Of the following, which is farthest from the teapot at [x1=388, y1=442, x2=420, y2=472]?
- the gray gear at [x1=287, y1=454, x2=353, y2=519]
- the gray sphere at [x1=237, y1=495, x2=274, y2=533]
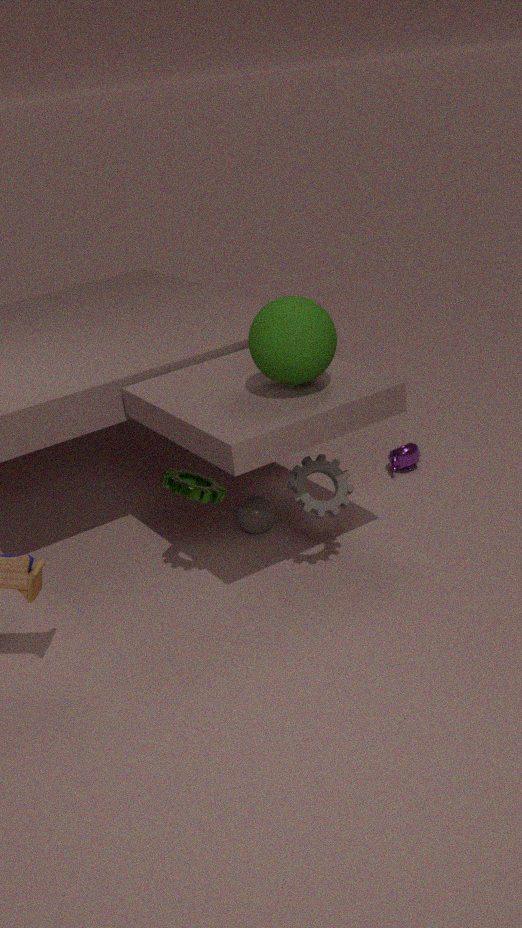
the gray gear at [x1=287, y1=454, x2=353, y2=519]
